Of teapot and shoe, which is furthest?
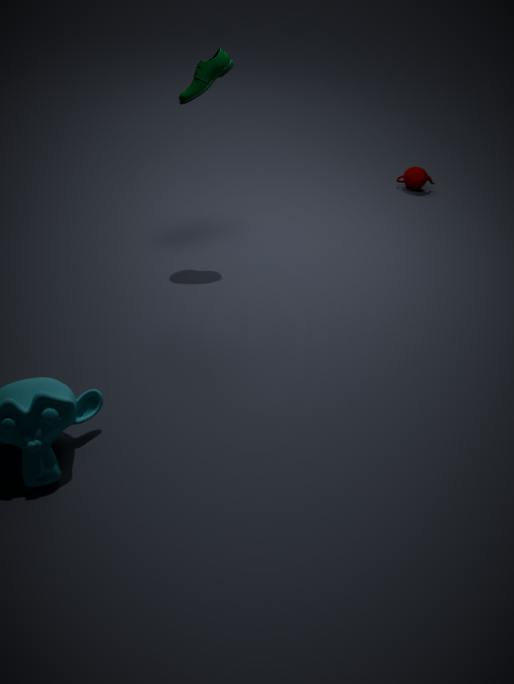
teapot
